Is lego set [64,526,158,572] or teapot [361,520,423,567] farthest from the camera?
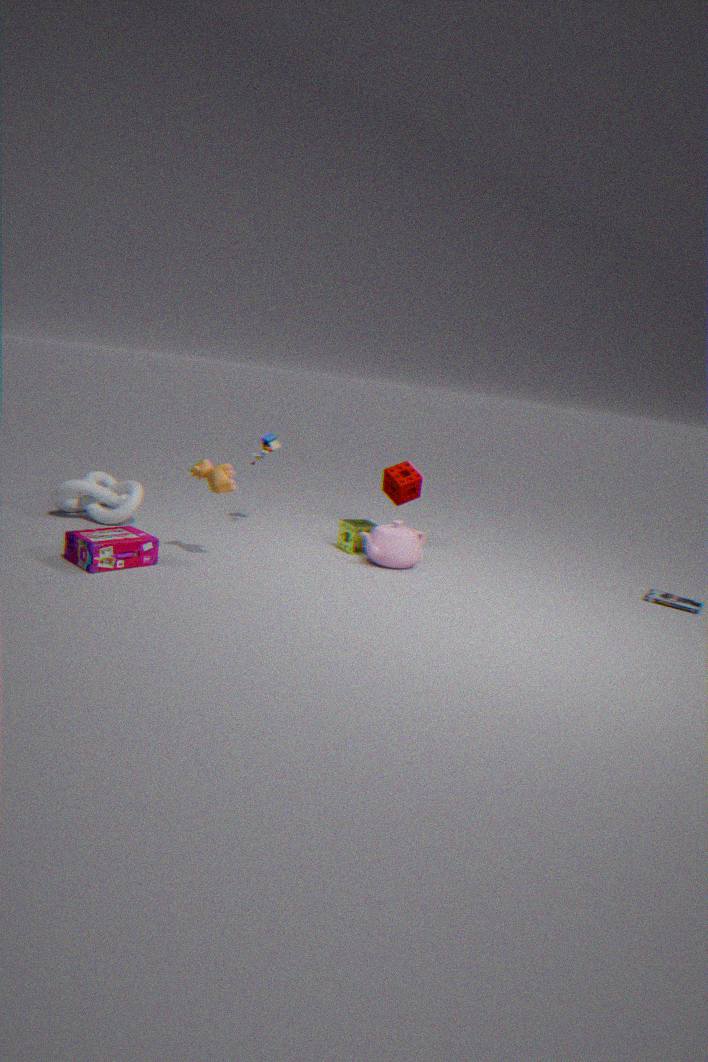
teapot [361,520,423,567]
